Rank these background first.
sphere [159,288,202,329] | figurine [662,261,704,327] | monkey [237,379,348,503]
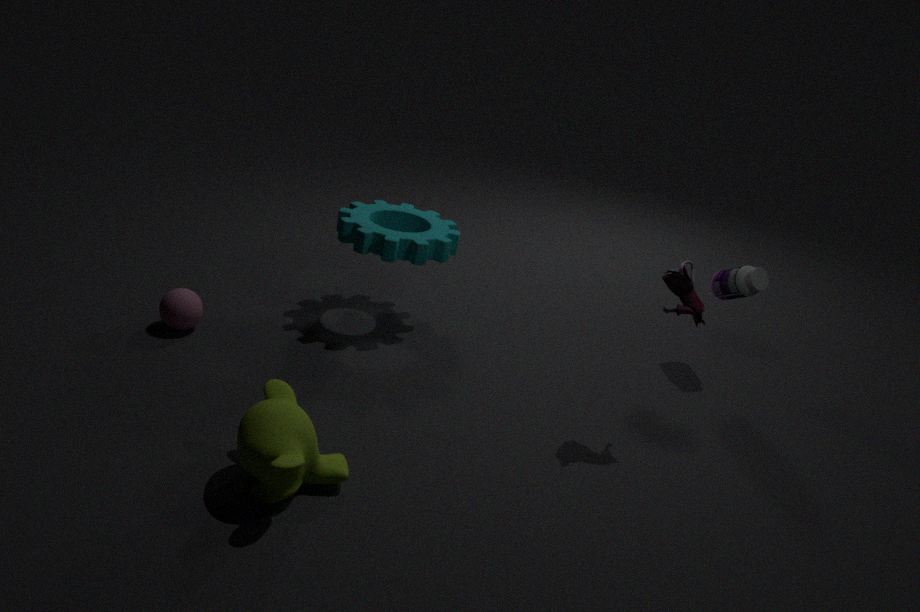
sphere [159,288,202,329] < figurine [662,261,704,327] < monkey [237,379,348,503]
